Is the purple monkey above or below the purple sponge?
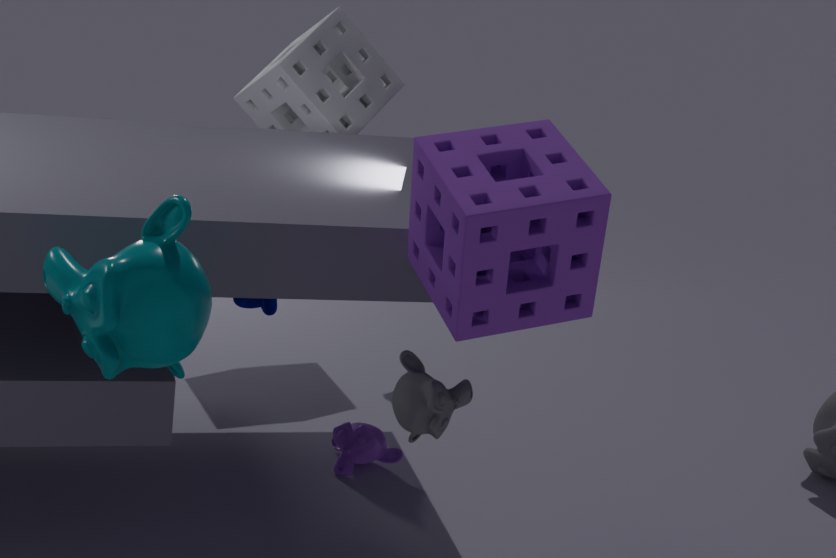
below
